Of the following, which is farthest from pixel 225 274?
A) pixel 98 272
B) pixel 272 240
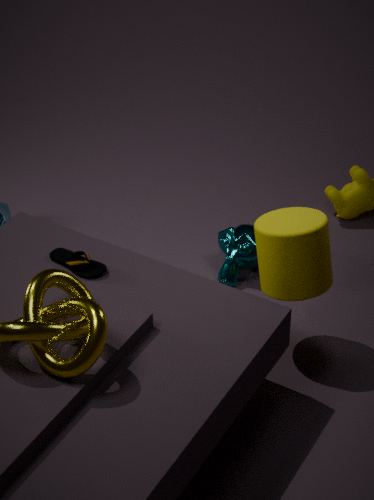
pixel 98 272
